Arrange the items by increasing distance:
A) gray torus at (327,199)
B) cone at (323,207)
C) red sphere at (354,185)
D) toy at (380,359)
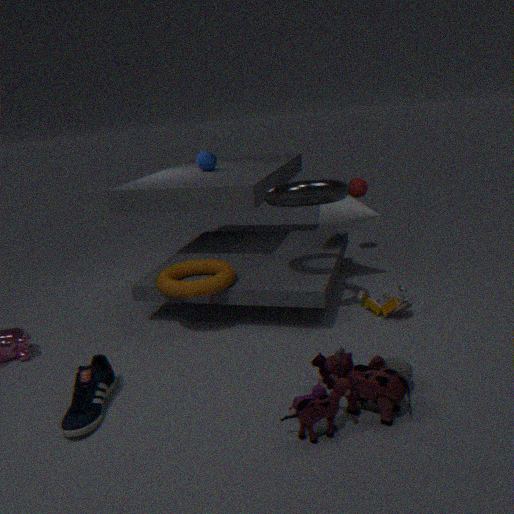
toy at (380,359) → gray torus at (327,199) → cone at (323,207) → red sphere at (354,185)
